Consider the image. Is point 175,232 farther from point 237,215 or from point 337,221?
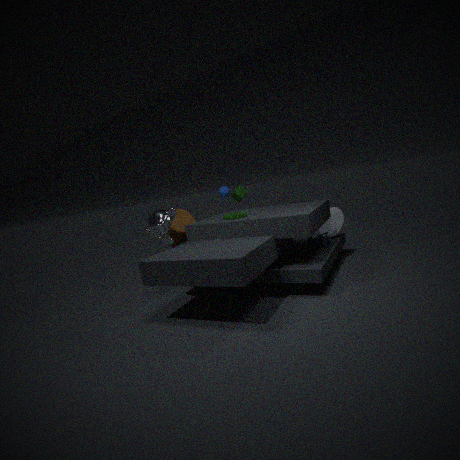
point 337,221
